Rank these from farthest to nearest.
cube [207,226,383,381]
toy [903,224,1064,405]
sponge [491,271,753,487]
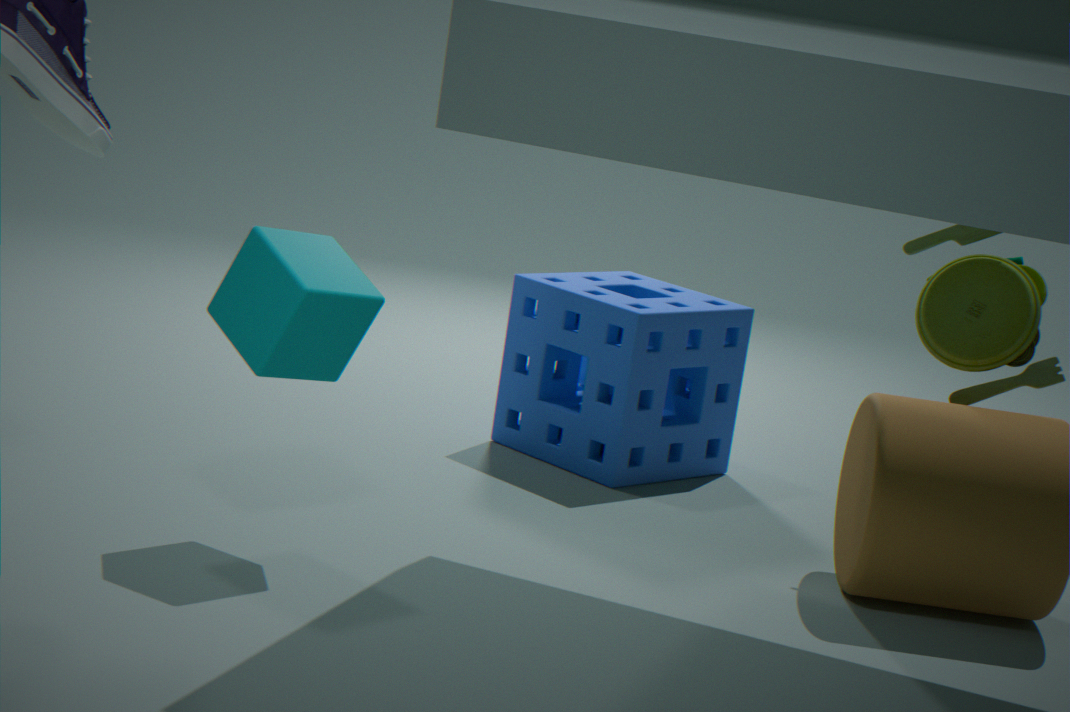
sponge [491,271,753,487]
toy [903,224,1064,405]
cube [207,226,383,381]
